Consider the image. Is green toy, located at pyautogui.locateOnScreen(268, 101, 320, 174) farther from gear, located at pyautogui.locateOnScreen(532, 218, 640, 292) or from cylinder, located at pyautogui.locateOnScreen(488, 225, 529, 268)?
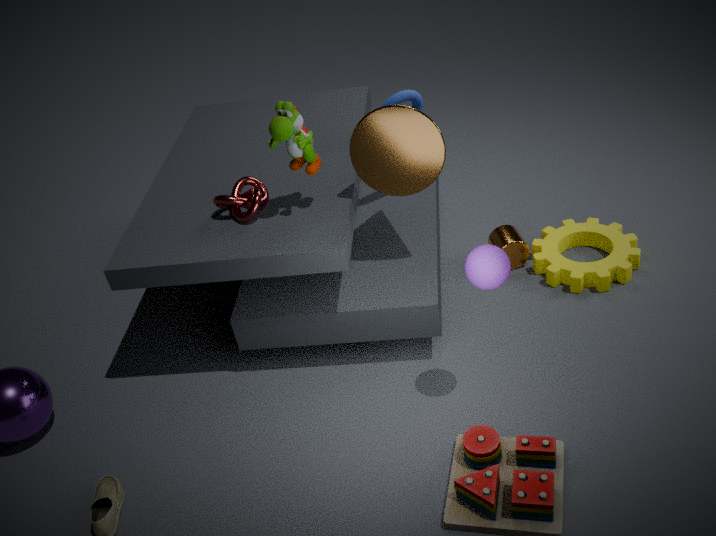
gear, located at pyautogui.locateOnScreen(532, 218, 640, 292)
